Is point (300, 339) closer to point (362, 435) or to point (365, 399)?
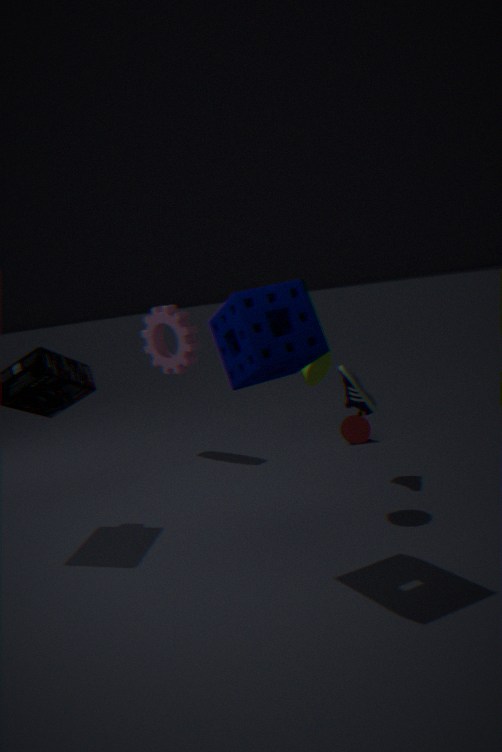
point (365, 399)
